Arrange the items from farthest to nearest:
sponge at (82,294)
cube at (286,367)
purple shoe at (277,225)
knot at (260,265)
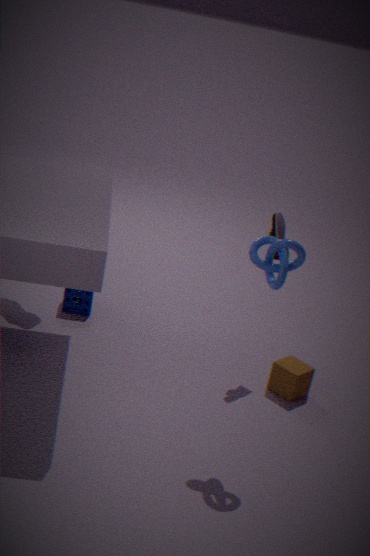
sponge at (82,294)
purple shoe at (277,225)
cube at (286,367)
knot at (260,265)
